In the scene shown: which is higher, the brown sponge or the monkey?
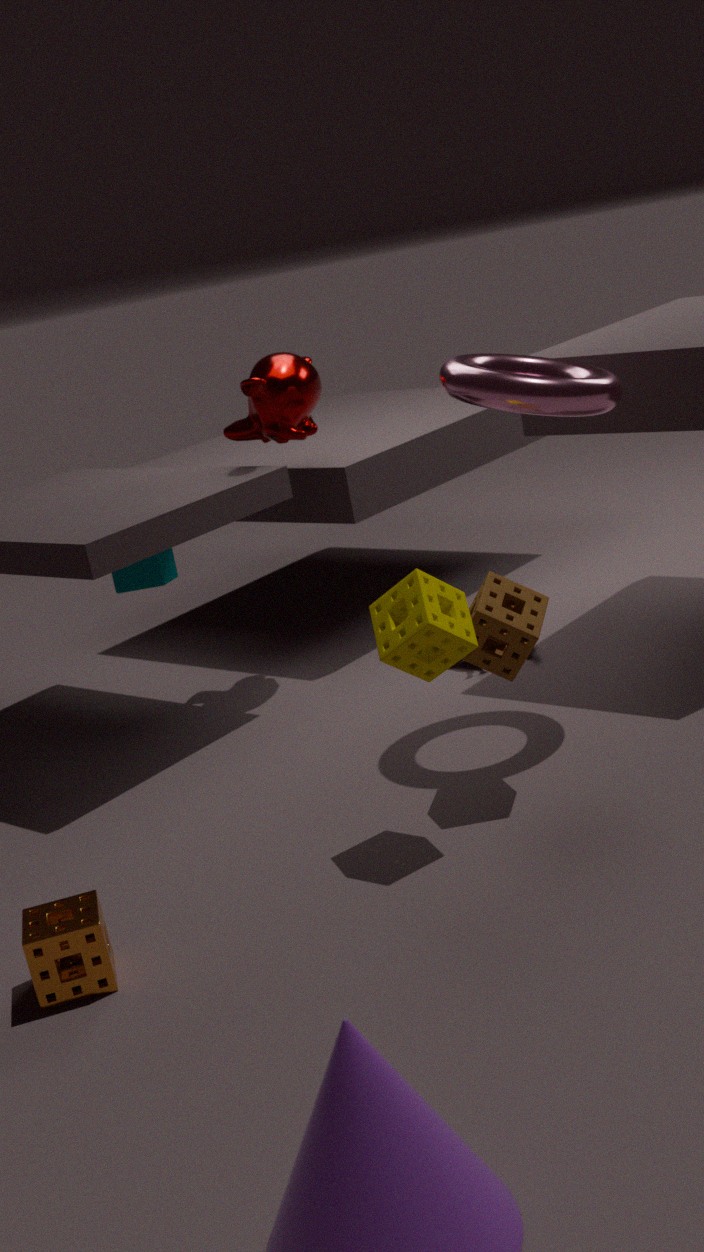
the monkey
